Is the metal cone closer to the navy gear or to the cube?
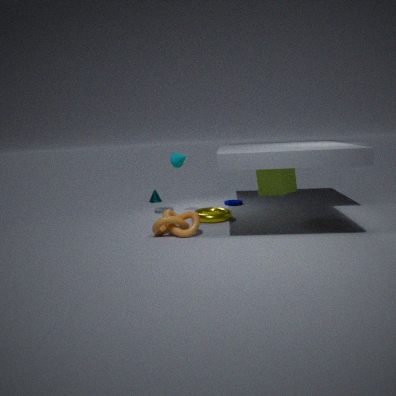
the navy gear
